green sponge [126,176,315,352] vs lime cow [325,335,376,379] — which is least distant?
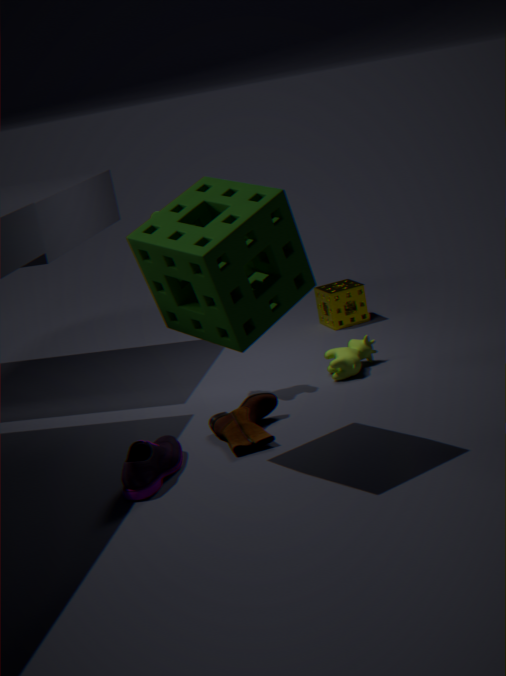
green sponge [126,176,315,352]
